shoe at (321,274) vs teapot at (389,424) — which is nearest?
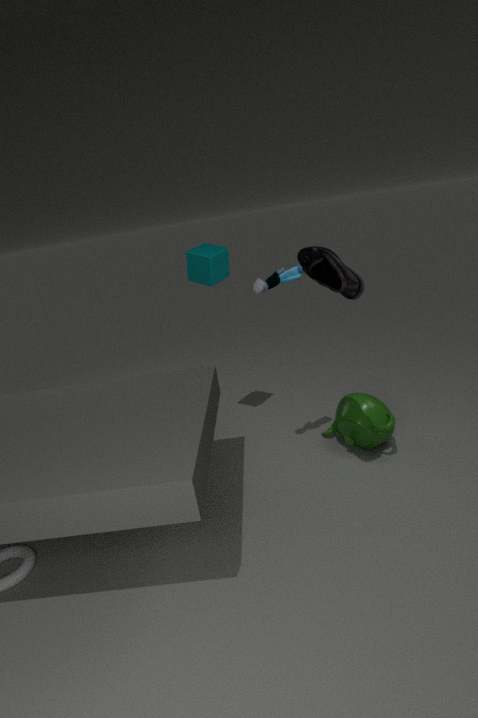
shoe at (321,274)
